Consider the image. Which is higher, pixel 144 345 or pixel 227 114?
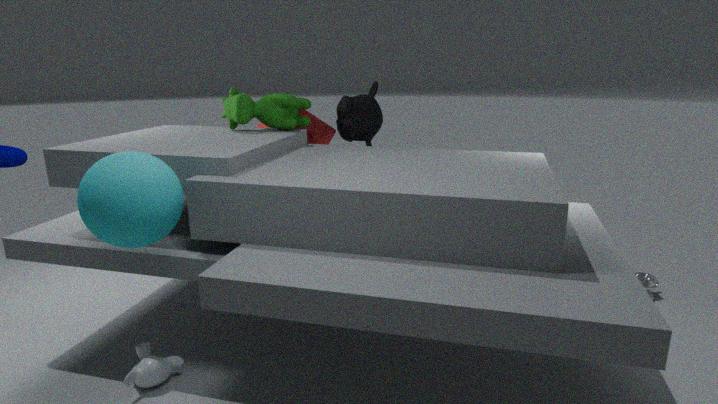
pixel 227 114
